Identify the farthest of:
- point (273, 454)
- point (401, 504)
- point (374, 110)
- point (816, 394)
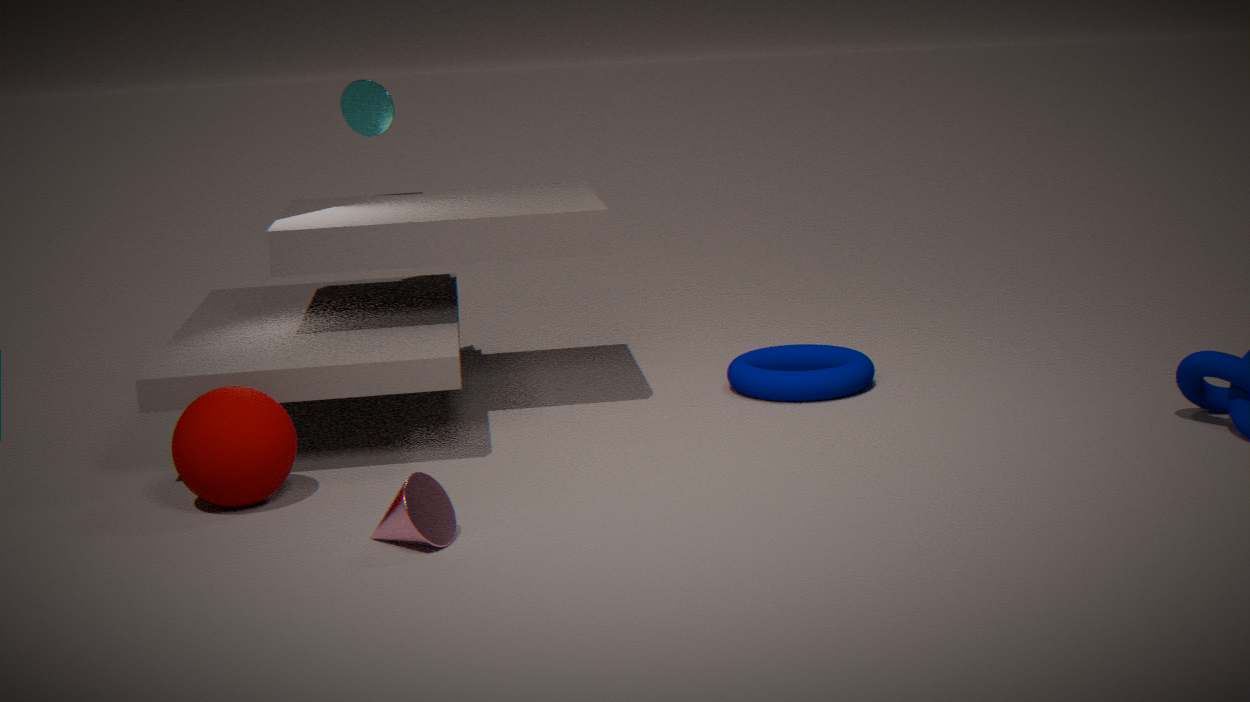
point (374, 110)
